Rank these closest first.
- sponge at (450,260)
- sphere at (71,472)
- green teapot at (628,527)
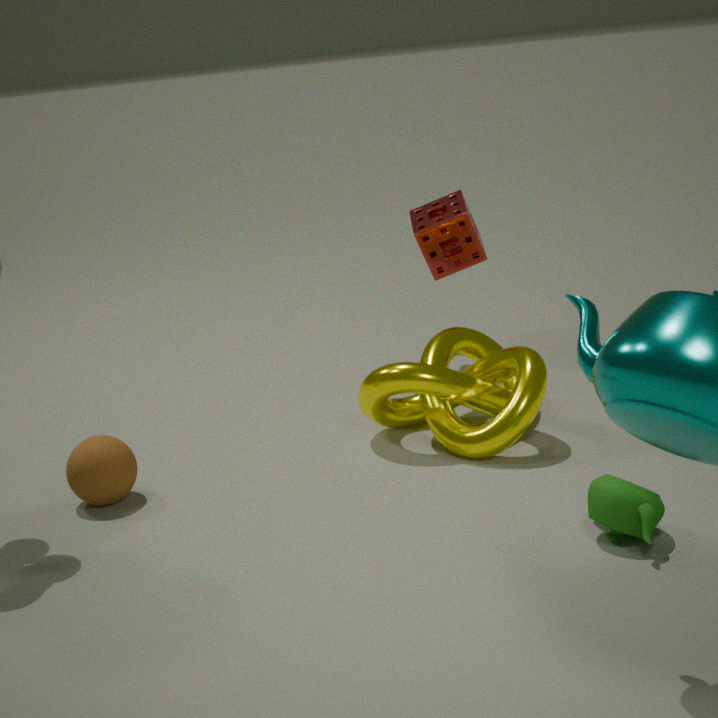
green teapot at (628,527) → sphere at (71,472) → sponge at (450,260)
